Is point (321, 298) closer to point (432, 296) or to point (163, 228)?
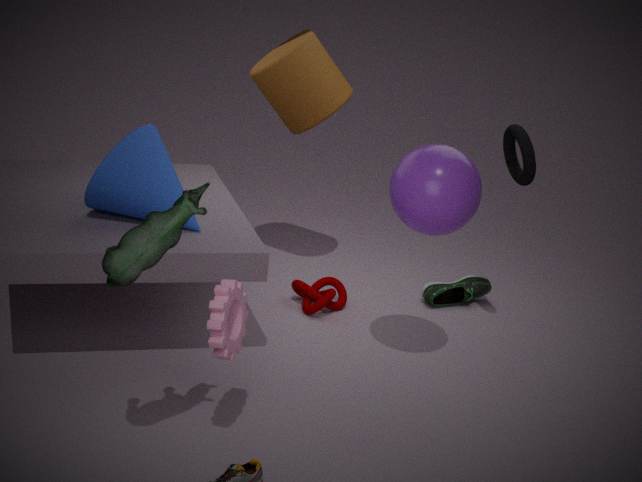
point (432, 296)
